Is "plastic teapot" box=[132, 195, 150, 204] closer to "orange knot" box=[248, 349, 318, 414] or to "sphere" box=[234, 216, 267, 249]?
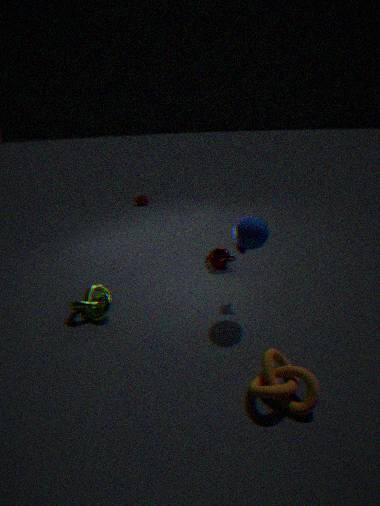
"sphere" box=[234, 216, 267, 249]
